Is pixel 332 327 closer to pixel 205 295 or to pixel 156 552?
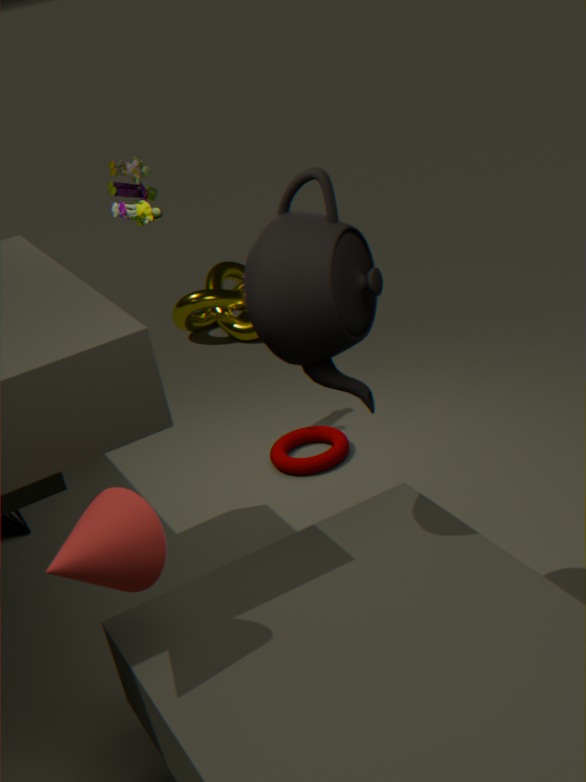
pixel 156 552
